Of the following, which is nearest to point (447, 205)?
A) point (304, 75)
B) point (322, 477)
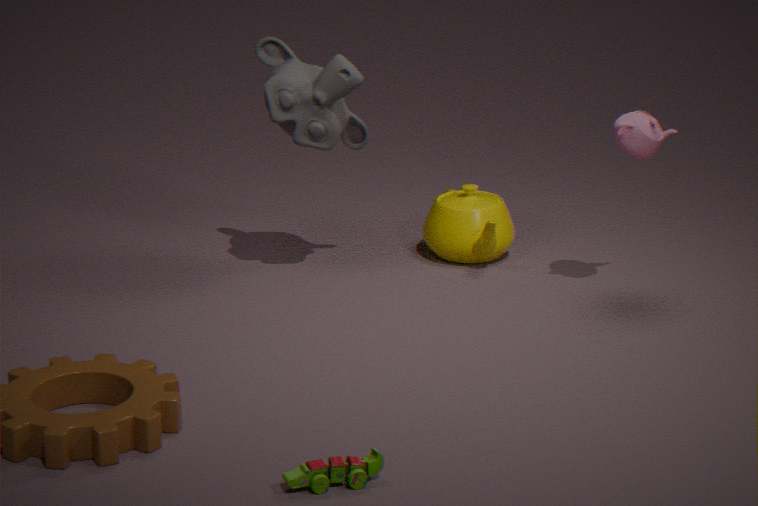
point (304, 75)
